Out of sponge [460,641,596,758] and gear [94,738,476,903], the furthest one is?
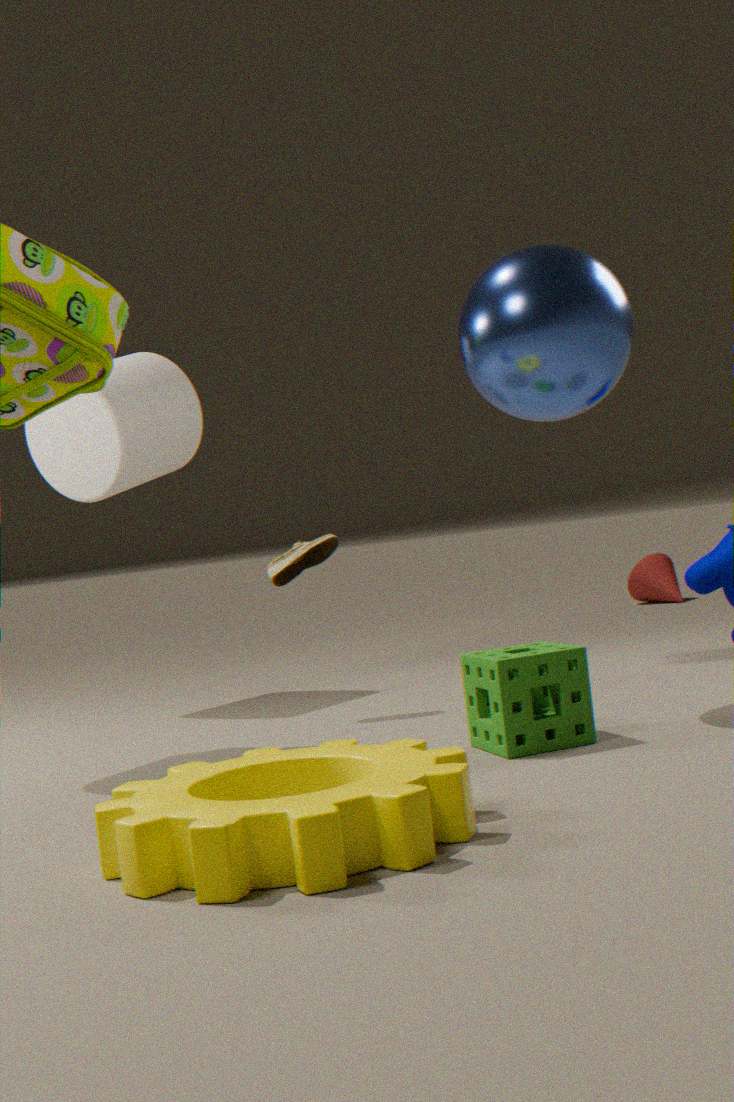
sponge [460,641,596,758]
